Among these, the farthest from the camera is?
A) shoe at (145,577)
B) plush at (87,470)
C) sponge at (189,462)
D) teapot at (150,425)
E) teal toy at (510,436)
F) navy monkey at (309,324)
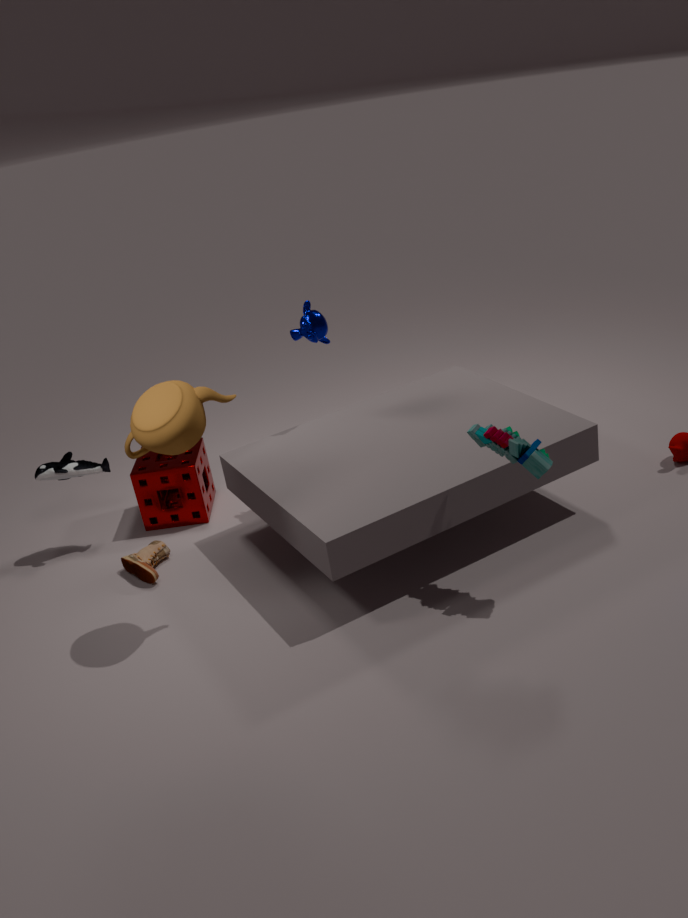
sponge at (189,462)
